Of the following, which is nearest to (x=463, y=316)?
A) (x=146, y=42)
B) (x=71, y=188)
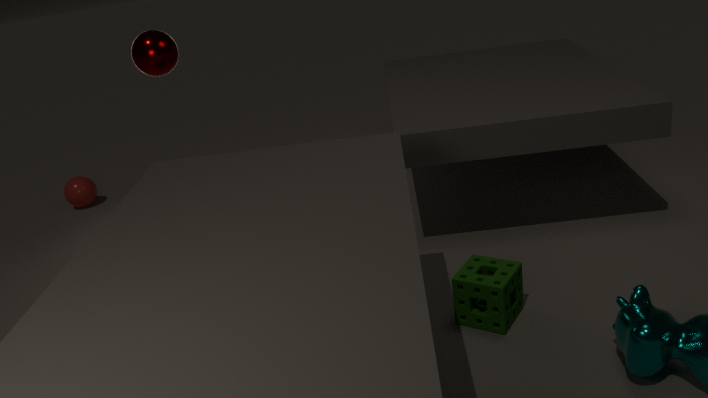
(x=146, y=42)
